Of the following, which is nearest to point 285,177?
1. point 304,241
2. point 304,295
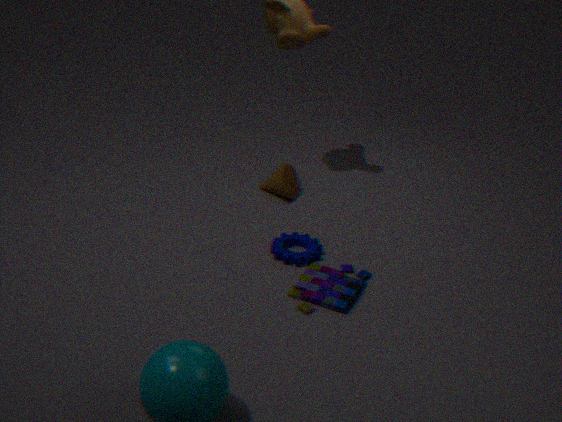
point 304,241
